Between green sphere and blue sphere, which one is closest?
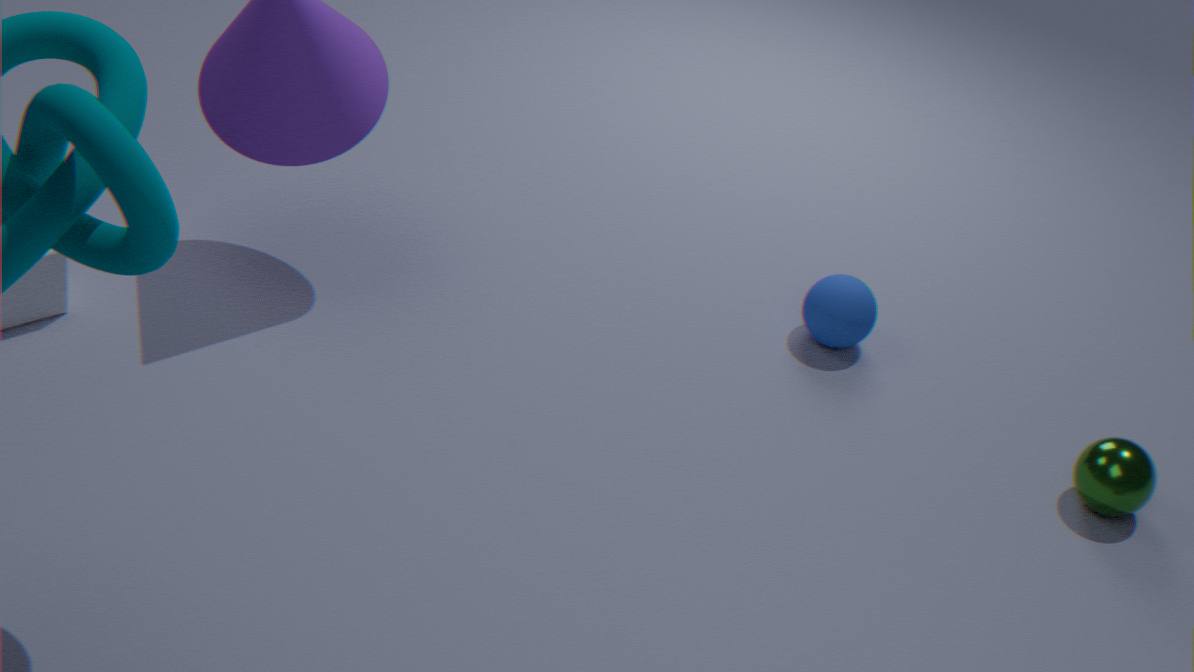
green sphere
